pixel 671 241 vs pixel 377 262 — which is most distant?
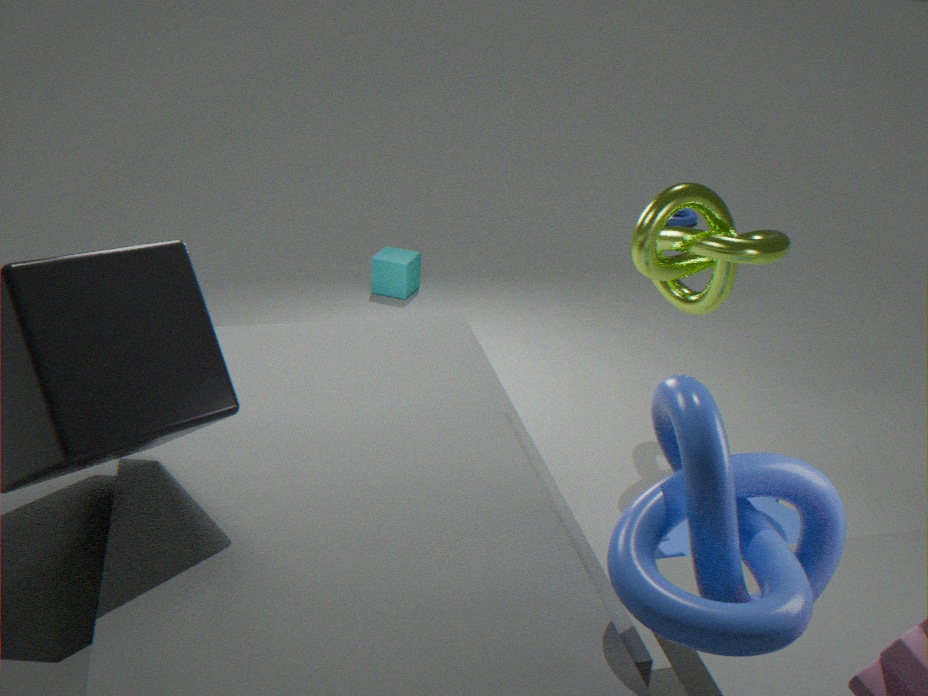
pixel 377 262
